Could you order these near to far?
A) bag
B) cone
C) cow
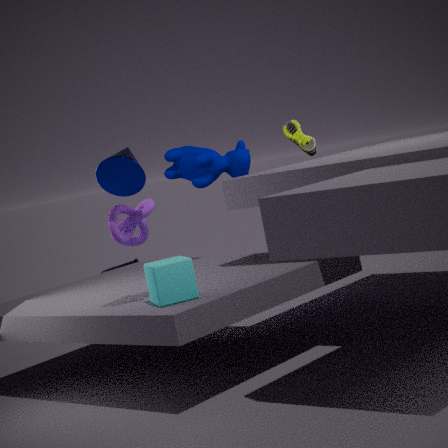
cone, cow, bag
